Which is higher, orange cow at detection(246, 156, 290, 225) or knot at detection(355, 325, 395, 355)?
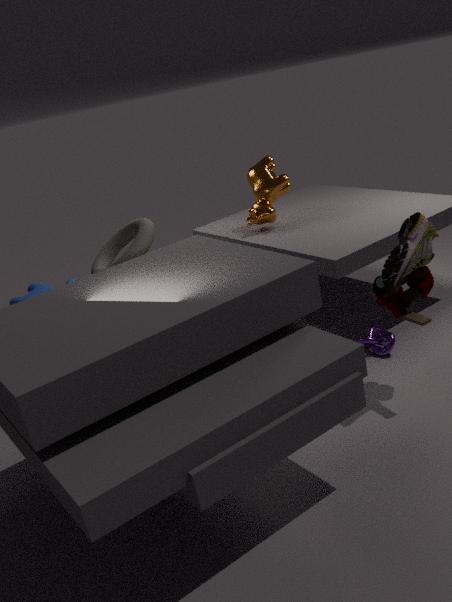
orange cow at detection(246, 156, 290, 225)
